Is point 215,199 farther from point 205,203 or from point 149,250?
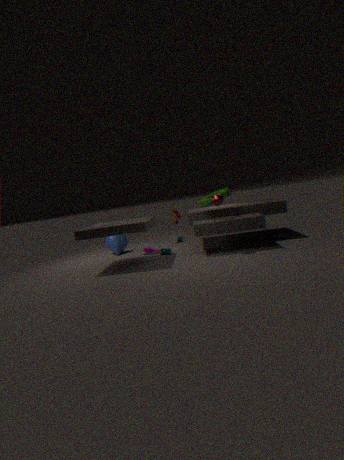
point 149,250
